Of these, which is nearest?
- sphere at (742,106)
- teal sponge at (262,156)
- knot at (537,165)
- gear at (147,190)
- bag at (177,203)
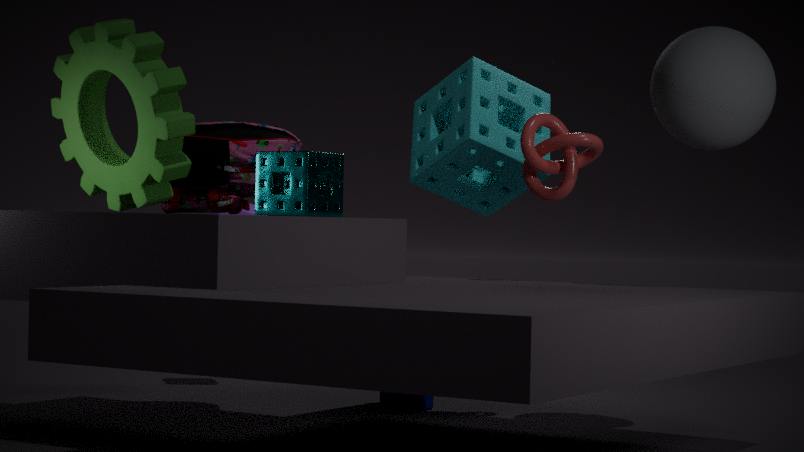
teal sponge at (262,156)
